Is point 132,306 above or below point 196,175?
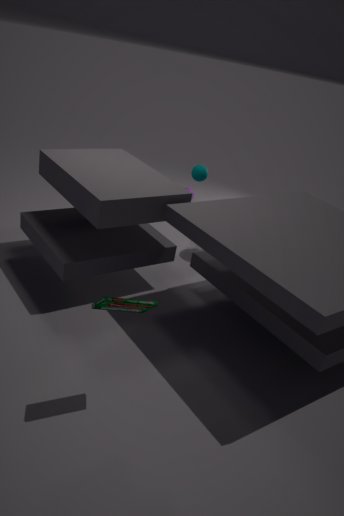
below
